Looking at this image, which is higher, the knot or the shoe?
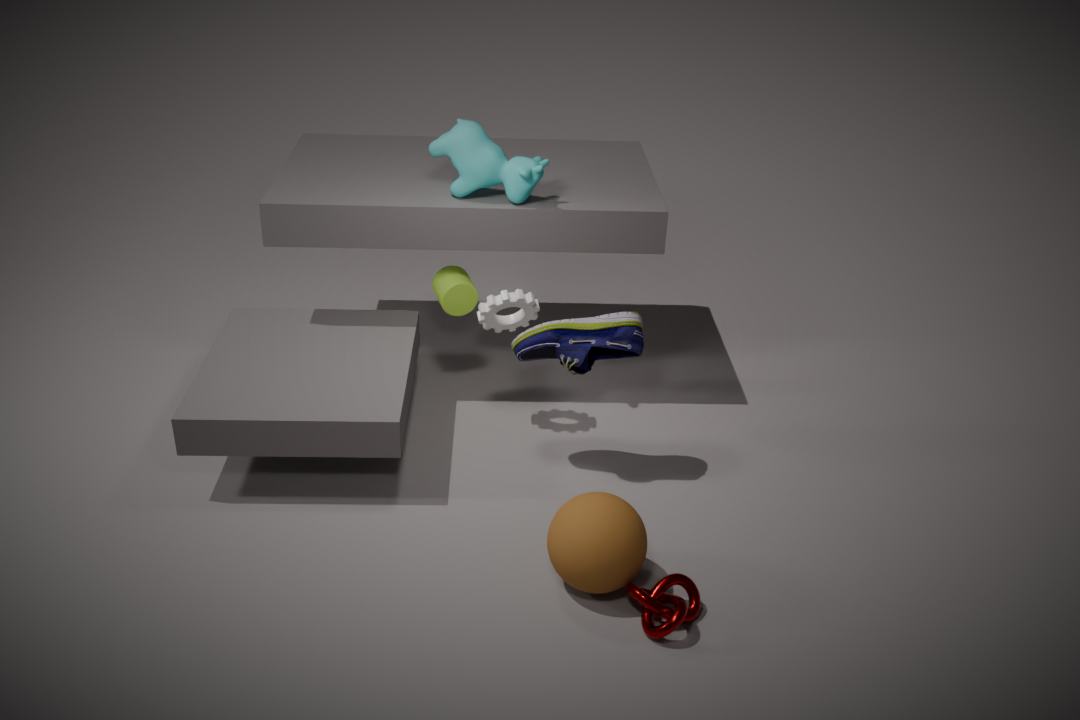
the shoe
